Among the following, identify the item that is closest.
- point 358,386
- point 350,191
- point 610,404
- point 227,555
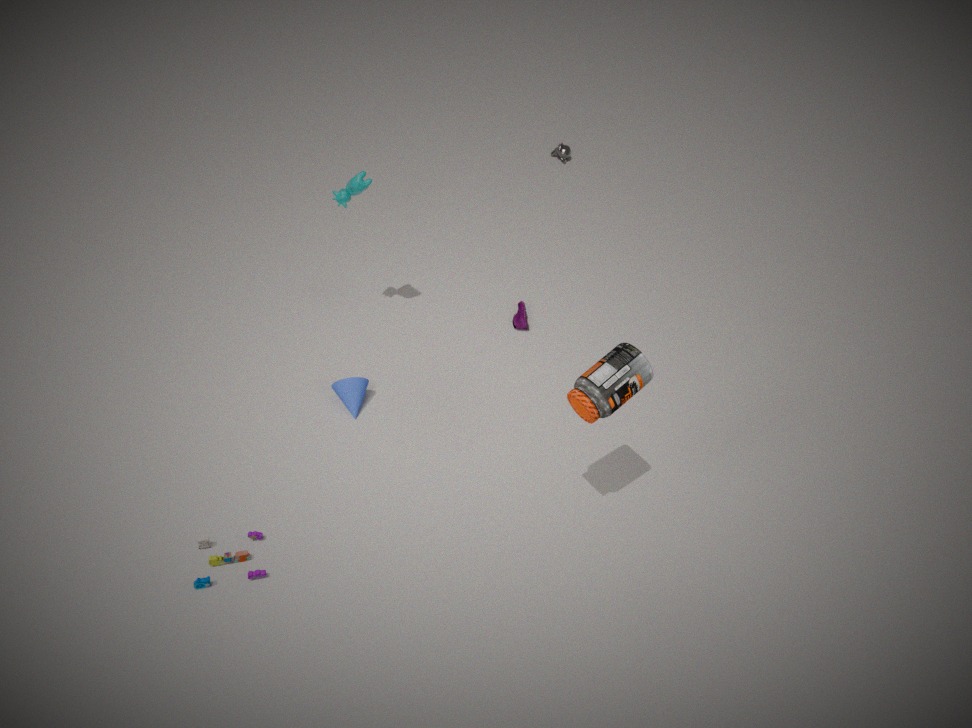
point 610,404
